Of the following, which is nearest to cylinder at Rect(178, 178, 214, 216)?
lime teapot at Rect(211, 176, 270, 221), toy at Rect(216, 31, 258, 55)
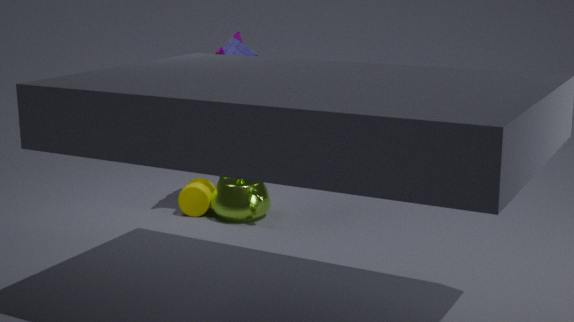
lime teapot at Rect(211, 176, 270, 221)
